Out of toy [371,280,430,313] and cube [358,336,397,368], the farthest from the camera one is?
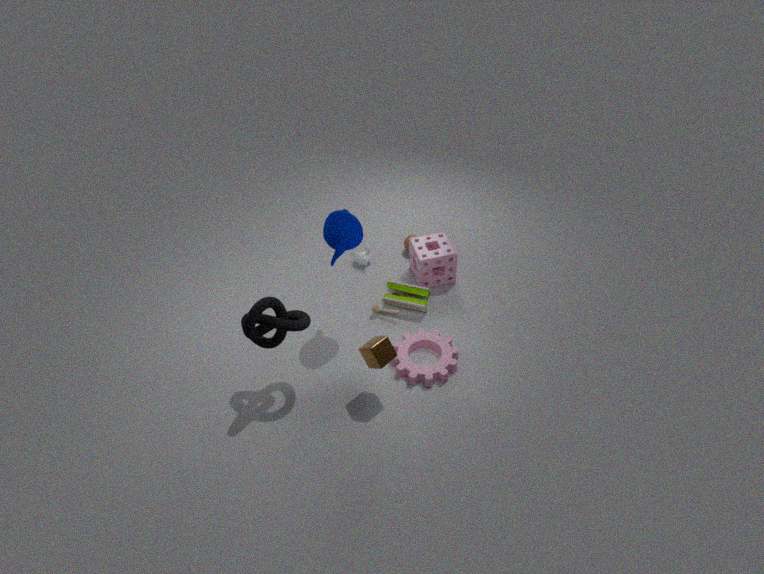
toy [371,280,430,313]
